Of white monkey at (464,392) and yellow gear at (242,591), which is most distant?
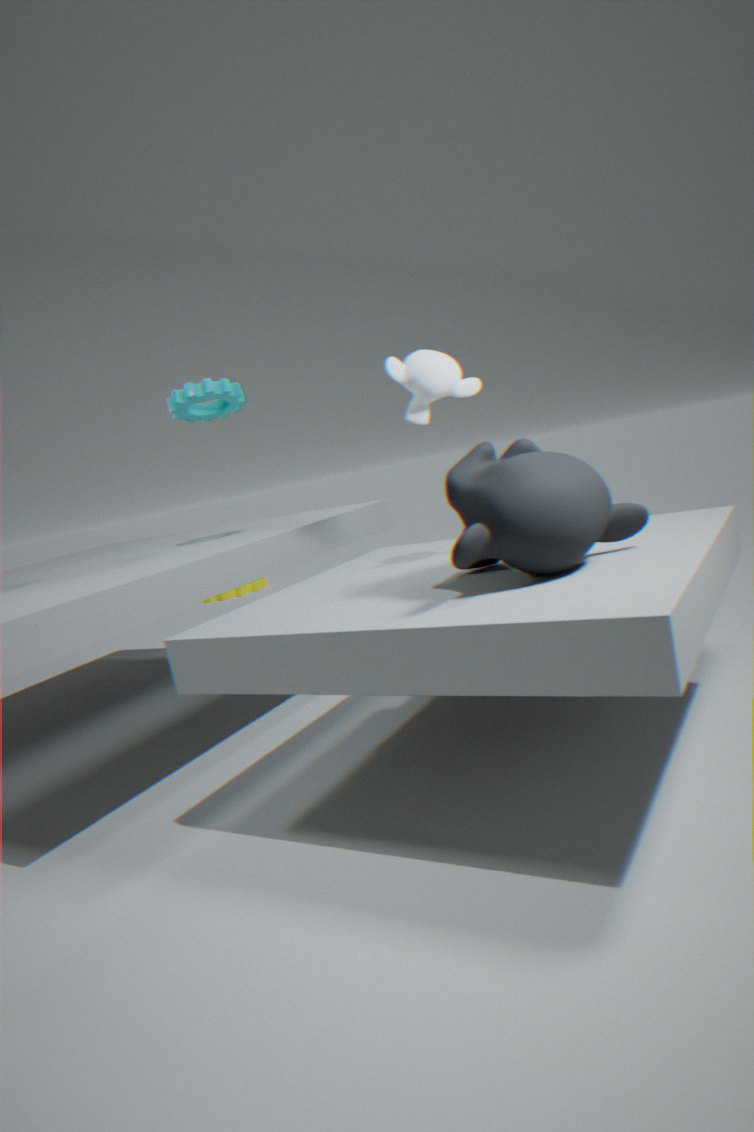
yellow gear at (242,591)
